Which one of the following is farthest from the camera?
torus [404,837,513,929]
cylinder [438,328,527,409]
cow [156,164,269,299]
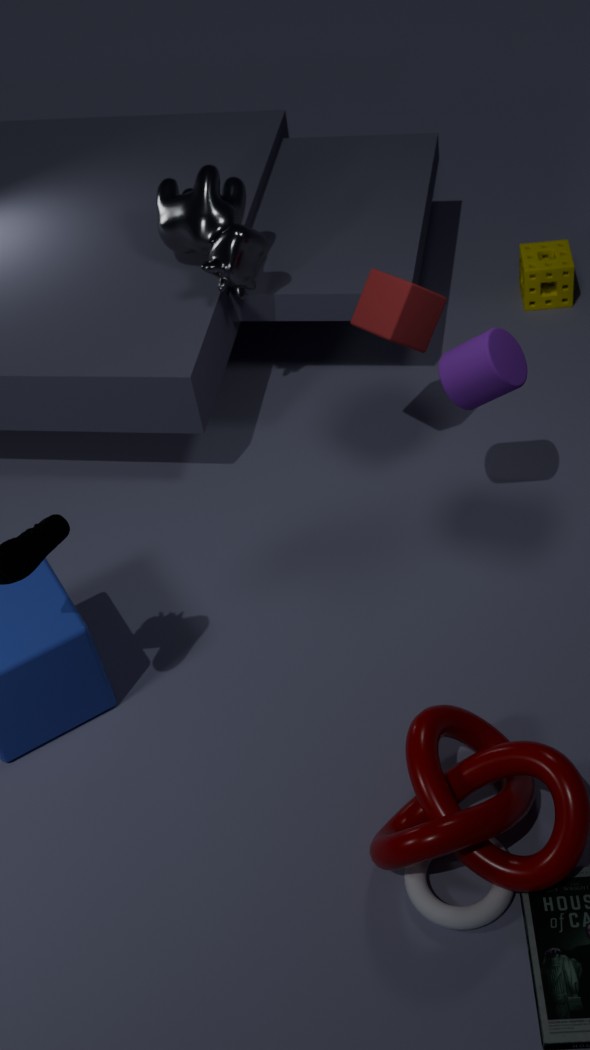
cow [156,164,269,299]
